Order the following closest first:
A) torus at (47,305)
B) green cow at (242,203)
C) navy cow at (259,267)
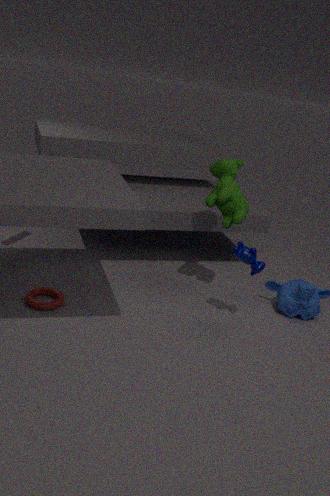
navy cow at (259,267), torus at (47,305), green cow at (242,203)
